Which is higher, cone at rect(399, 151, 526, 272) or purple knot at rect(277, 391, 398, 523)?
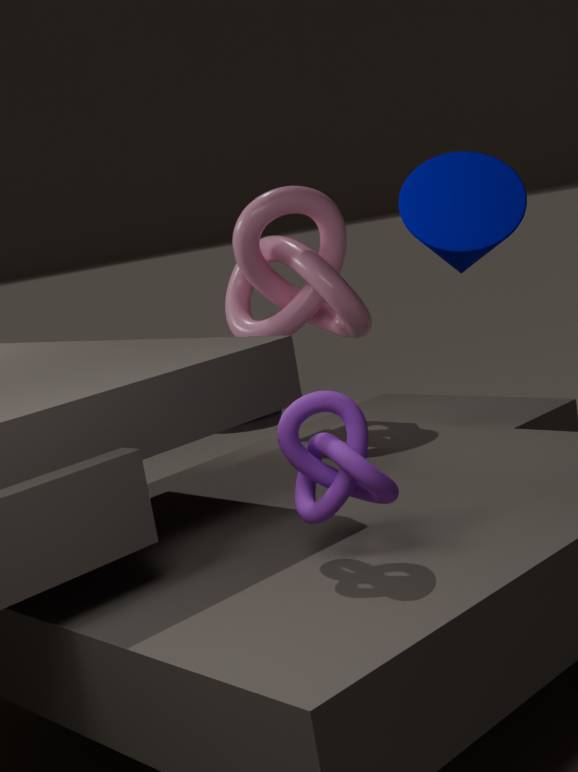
cone at rect(399, 151, 526, 272)
